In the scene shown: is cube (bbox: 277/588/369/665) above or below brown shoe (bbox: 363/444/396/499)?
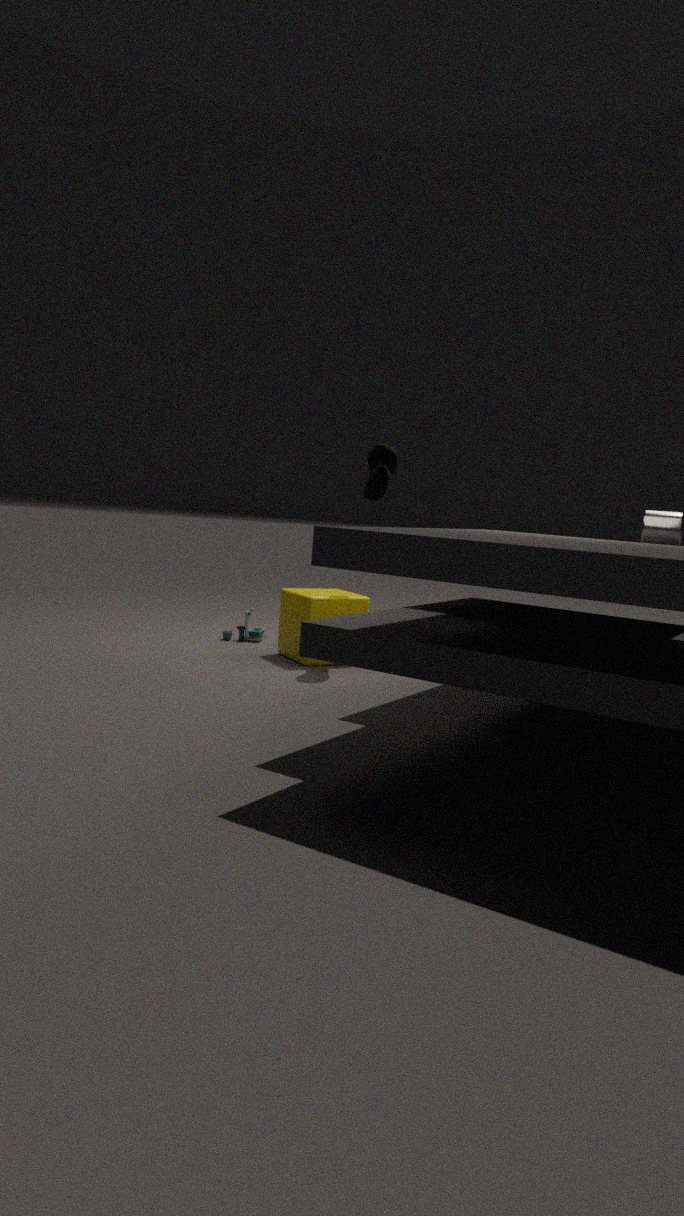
below
